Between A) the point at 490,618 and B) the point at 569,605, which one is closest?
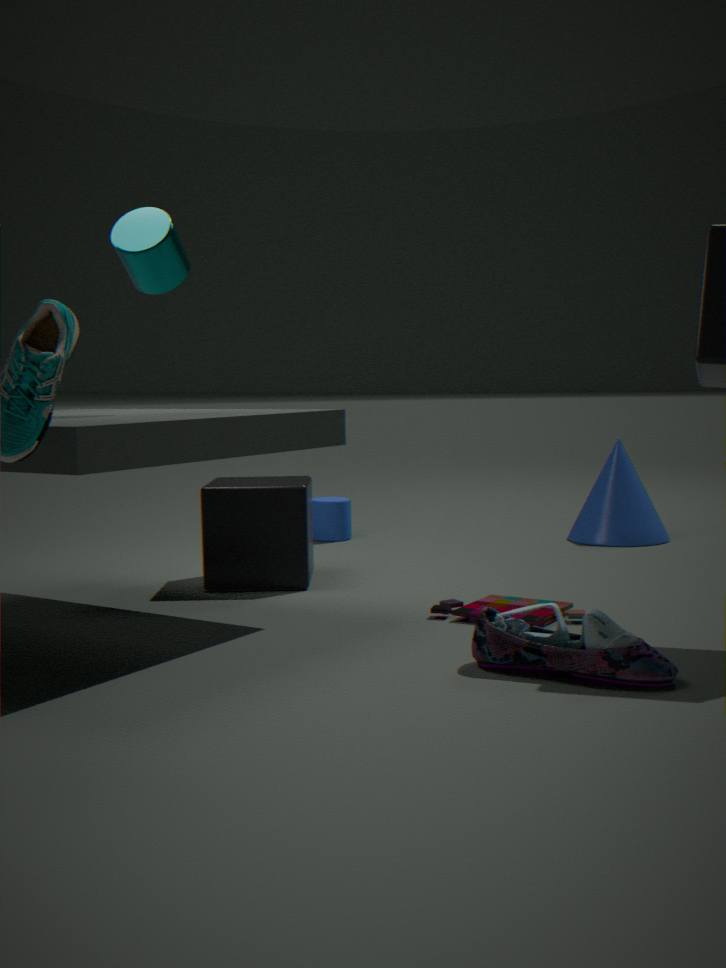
A. the point at 490,618
